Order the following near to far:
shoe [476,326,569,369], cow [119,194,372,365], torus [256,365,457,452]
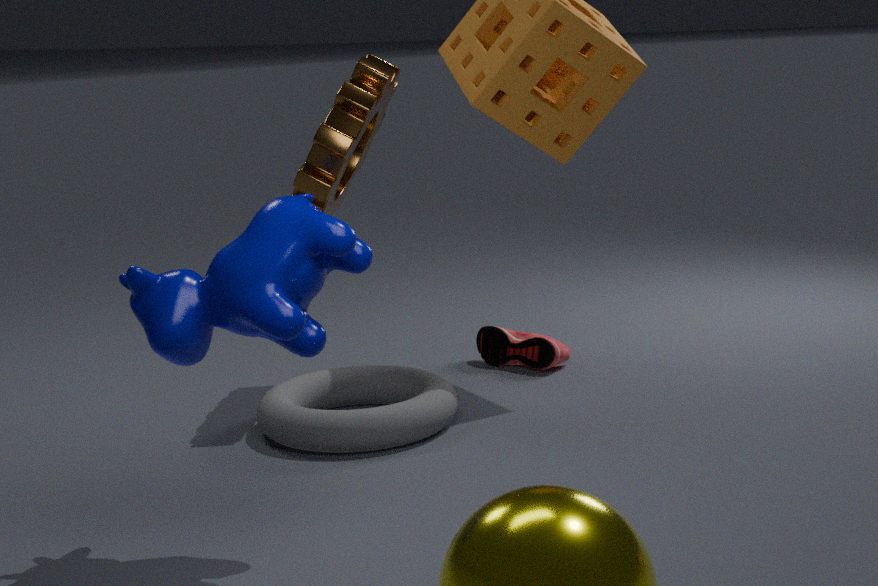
cow [119,194,372,365], torus [256,365,457,452], shoe [476,326,569,369]
